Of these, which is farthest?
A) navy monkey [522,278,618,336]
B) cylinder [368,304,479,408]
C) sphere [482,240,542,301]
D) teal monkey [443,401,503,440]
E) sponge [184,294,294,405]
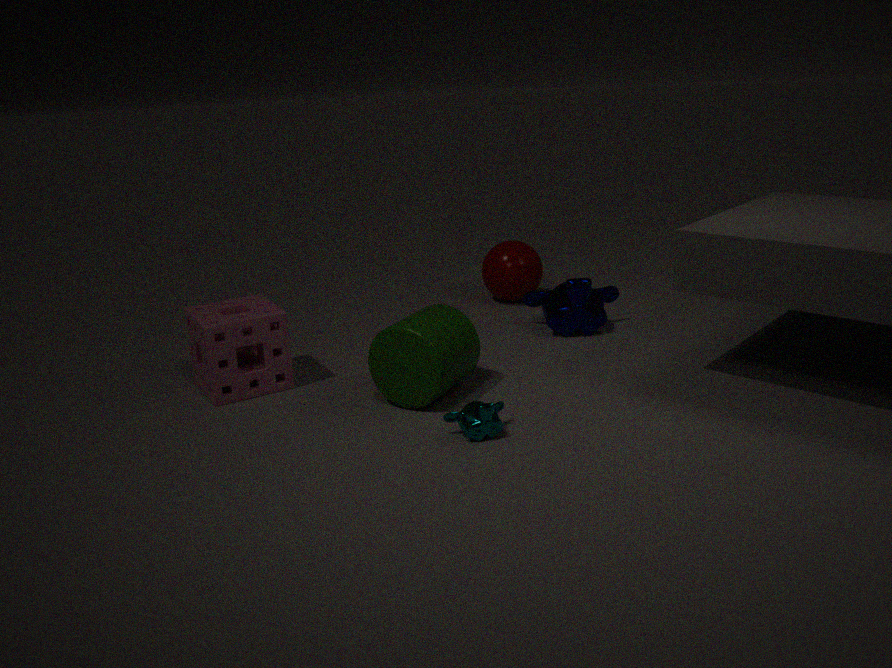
sphere [482,240,542,301]
